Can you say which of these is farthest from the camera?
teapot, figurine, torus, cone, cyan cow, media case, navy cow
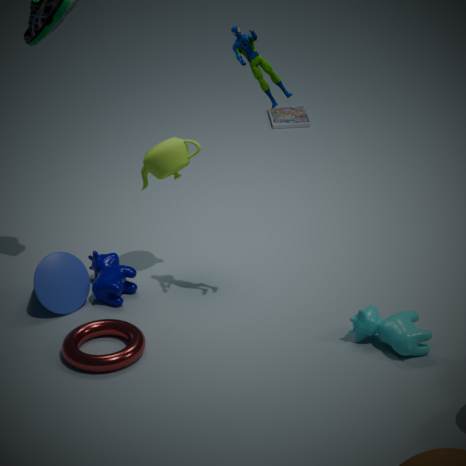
media case
